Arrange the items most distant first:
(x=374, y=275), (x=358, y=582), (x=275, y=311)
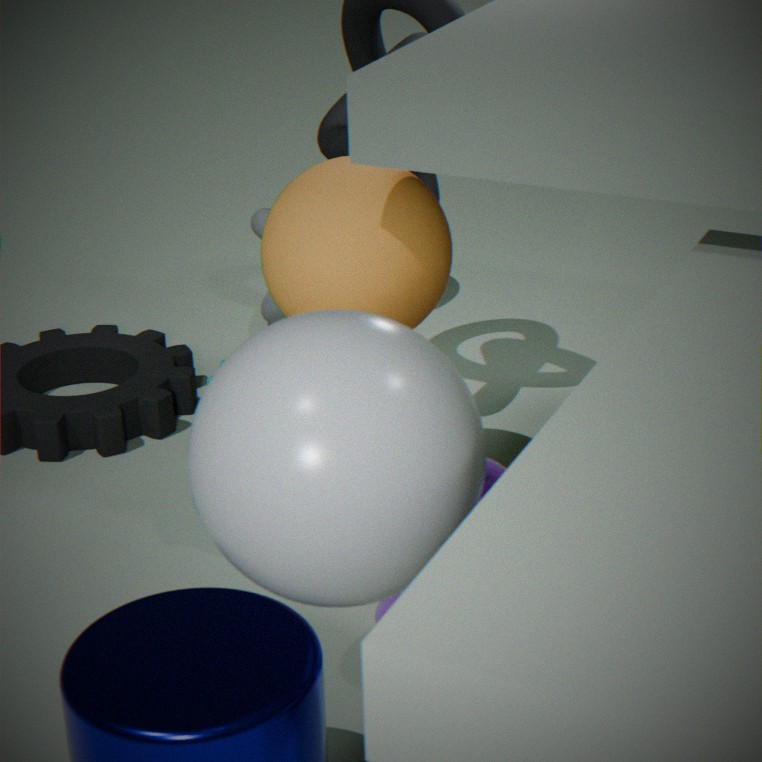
1. (x=275, y=311)
2. (x=374, y=275)
3. (x=358, y=582)
